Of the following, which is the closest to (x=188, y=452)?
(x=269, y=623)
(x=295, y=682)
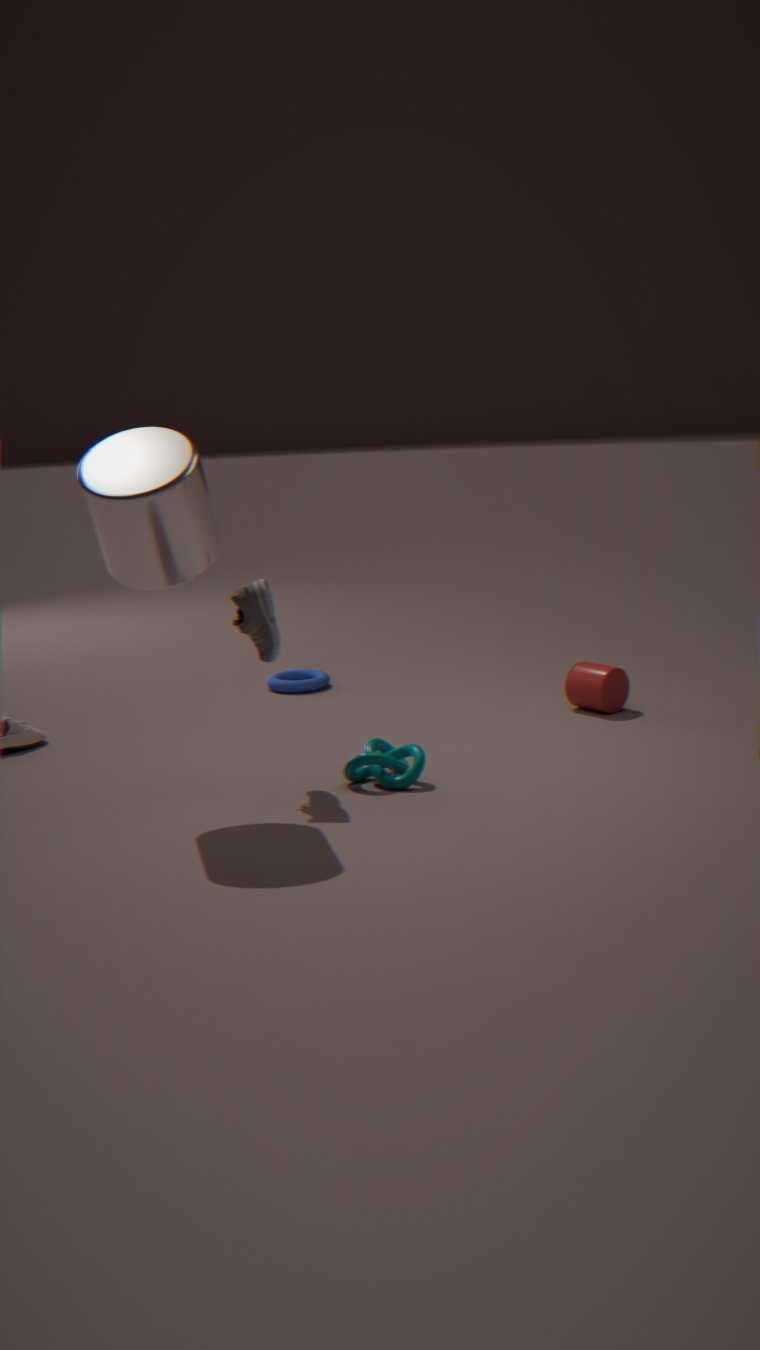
(x=269, y=623)
